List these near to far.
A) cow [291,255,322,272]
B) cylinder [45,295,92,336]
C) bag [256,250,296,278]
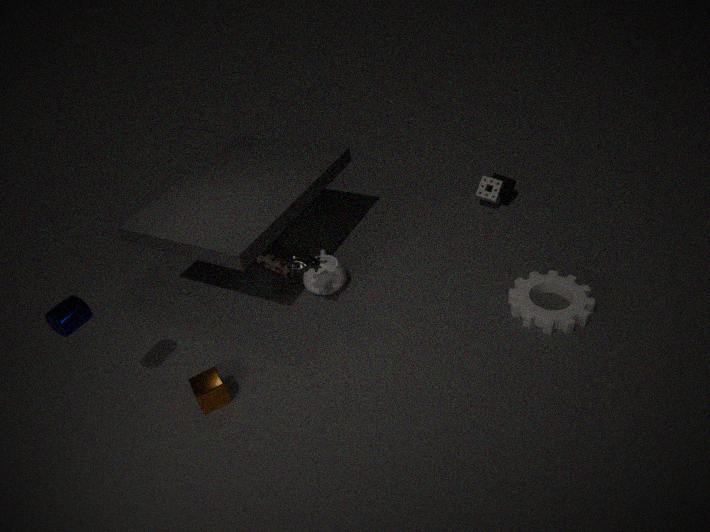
cylinder [45,295,92,336] < cow [291,255,322,272] < bag [256,250,296,278]
